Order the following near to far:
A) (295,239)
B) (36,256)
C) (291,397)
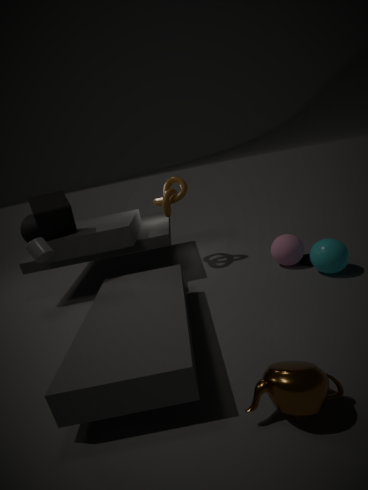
1. (291,397)
2. (36,256)
3. (295,239)
